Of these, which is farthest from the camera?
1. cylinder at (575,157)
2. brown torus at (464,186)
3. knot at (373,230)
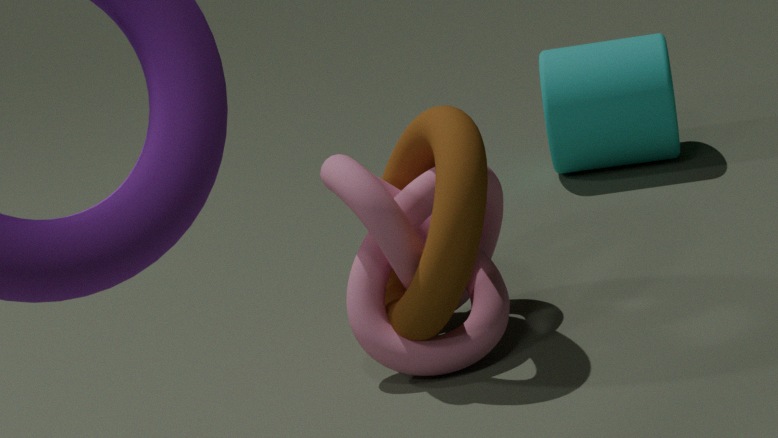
cylinder at (575,157)
